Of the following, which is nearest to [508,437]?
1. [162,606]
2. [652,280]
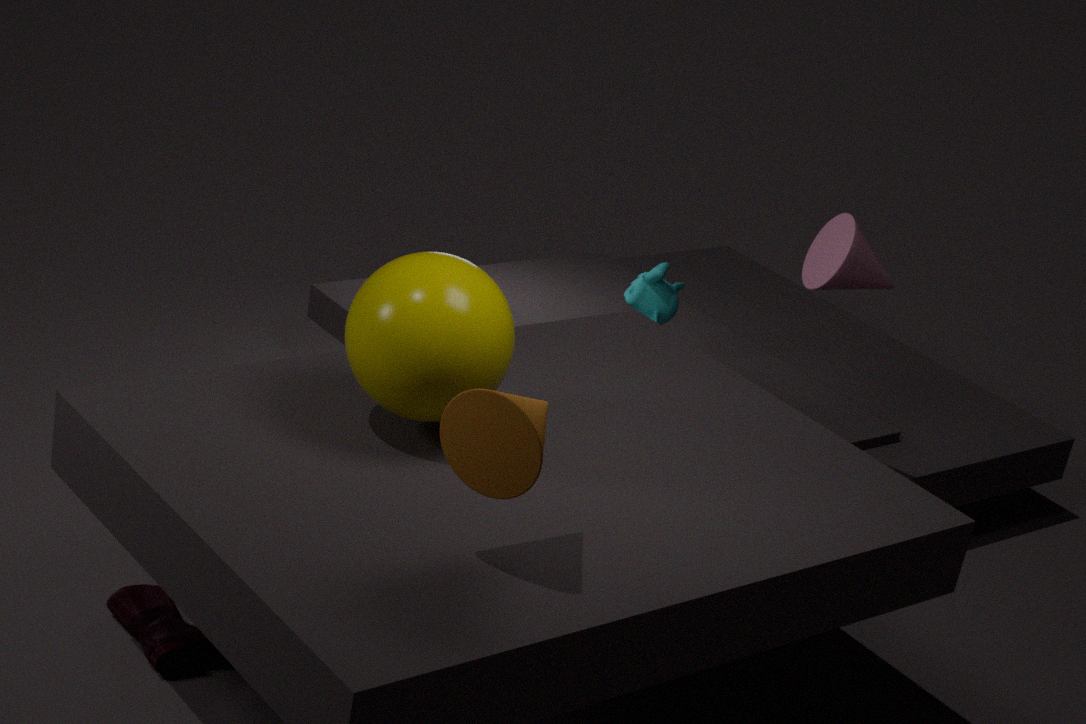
[162,606]
